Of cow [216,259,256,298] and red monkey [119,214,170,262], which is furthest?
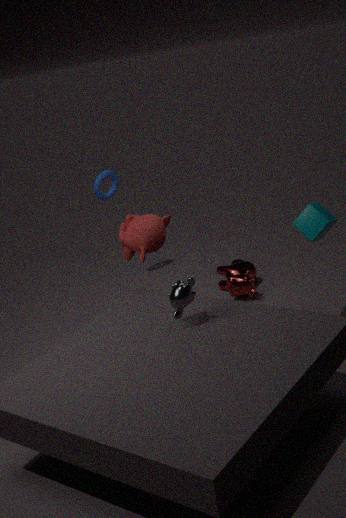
cow [216,259,256,298]
